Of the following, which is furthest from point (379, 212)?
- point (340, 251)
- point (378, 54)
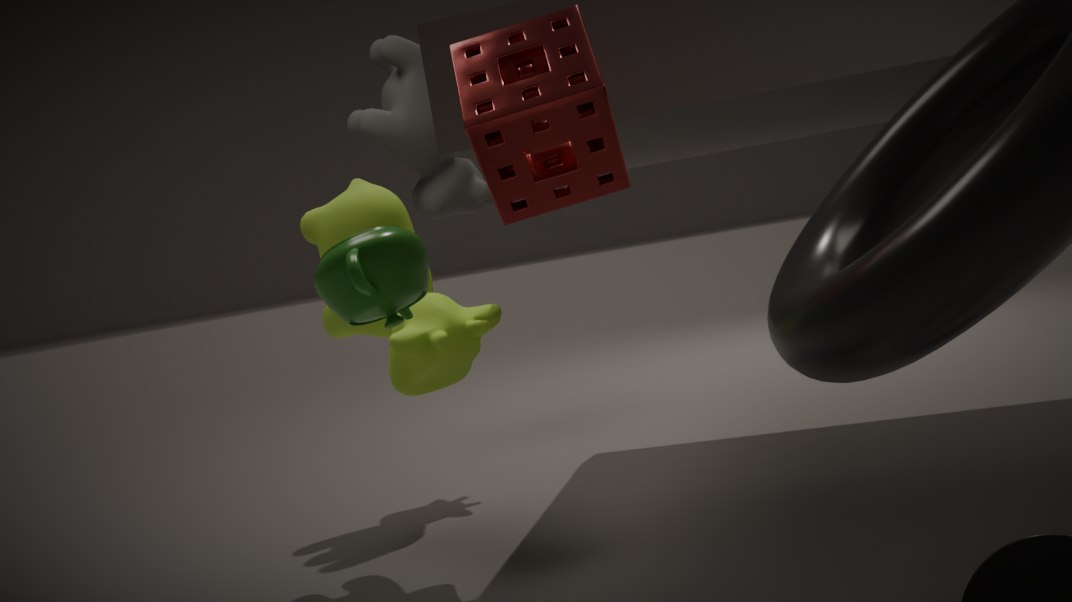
point (378, 54)
